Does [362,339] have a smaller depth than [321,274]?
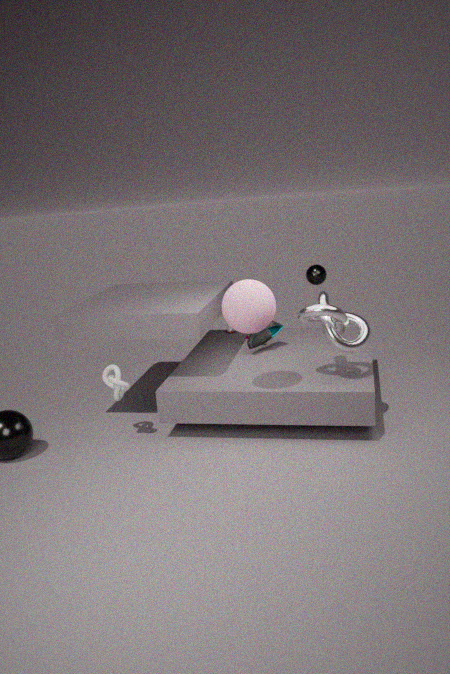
Yes
